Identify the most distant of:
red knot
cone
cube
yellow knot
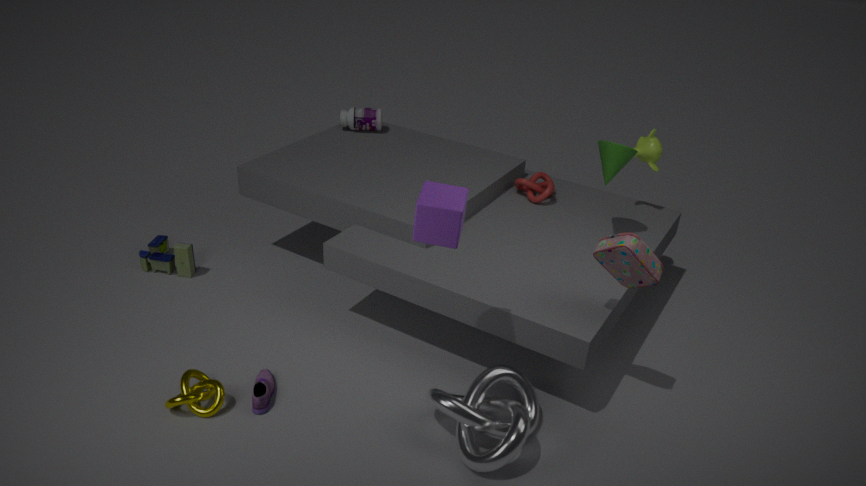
red knot
